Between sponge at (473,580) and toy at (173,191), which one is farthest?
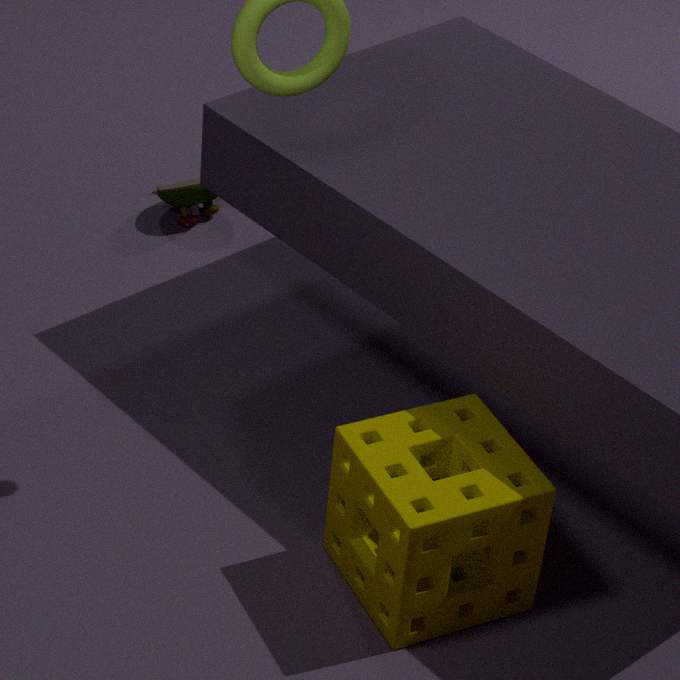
toy at (173,191)
